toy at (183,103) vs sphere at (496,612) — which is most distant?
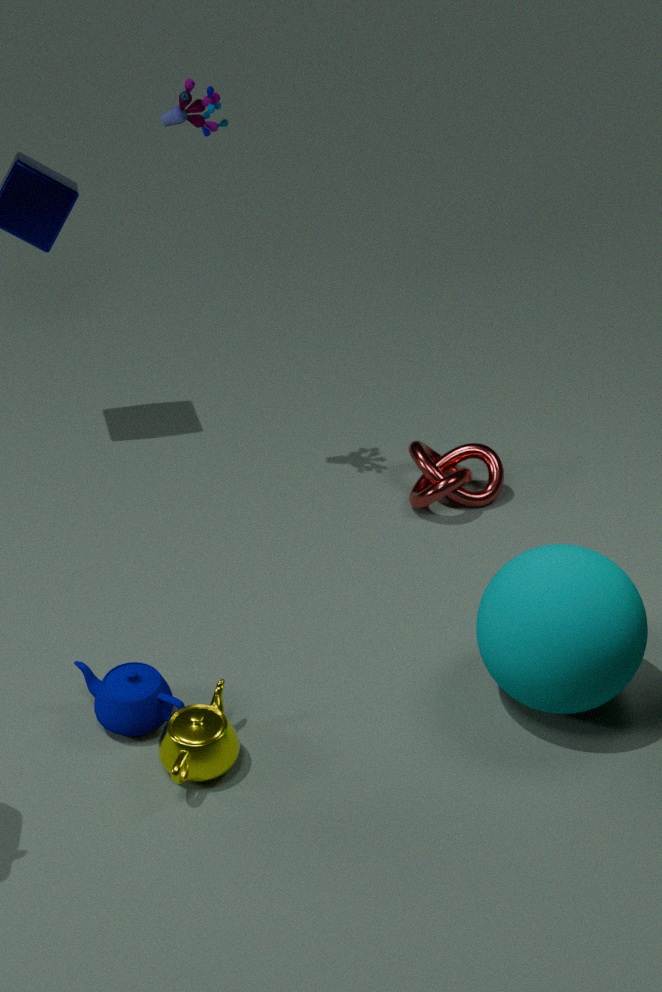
toy at (183,103)
